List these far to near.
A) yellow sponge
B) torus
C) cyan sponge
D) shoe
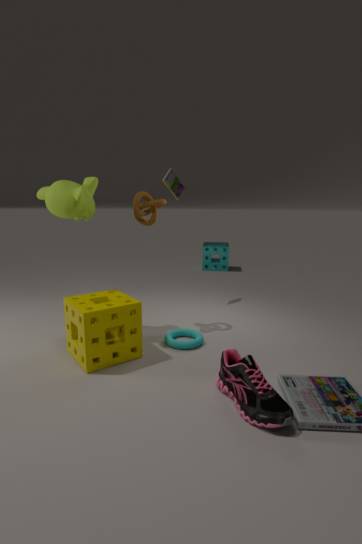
cyan sponge, torus, yellow sponge, shoe
